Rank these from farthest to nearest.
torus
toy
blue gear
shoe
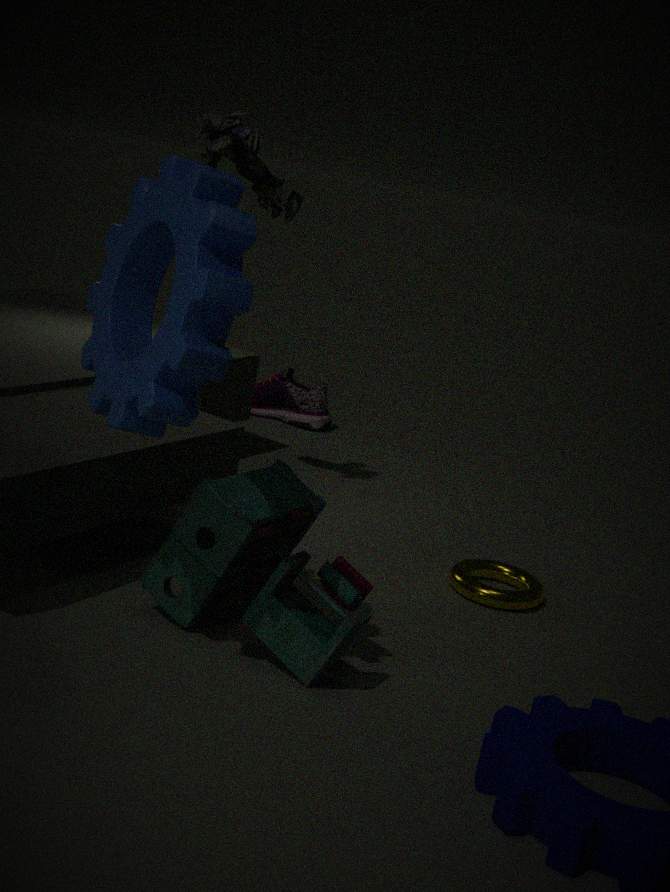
shoe → torus → toy → blue gear
